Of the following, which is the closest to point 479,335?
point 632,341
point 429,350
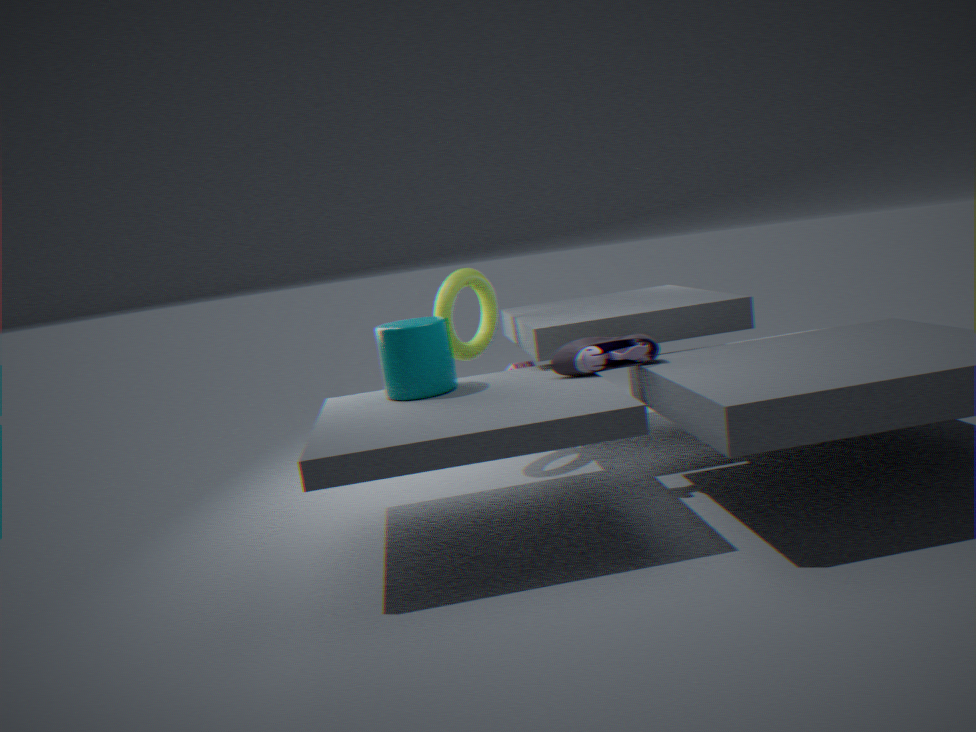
point 429,350
